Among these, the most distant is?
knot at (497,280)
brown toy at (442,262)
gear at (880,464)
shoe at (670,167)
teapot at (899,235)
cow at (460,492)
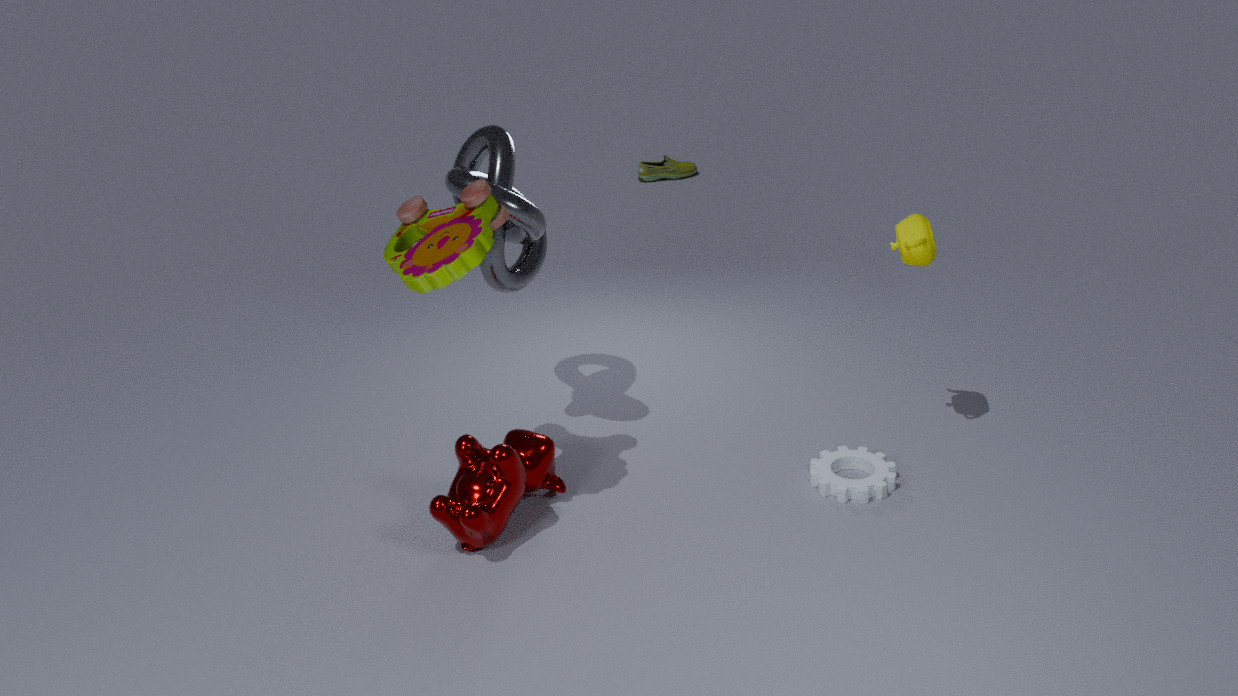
shoe at (670,167)
